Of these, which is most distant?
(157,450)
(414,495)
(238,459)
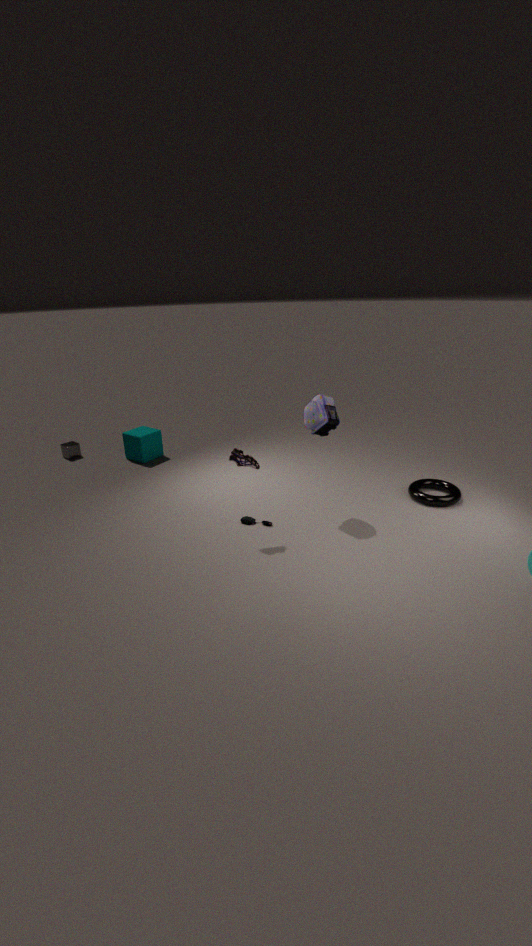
(157,450)
